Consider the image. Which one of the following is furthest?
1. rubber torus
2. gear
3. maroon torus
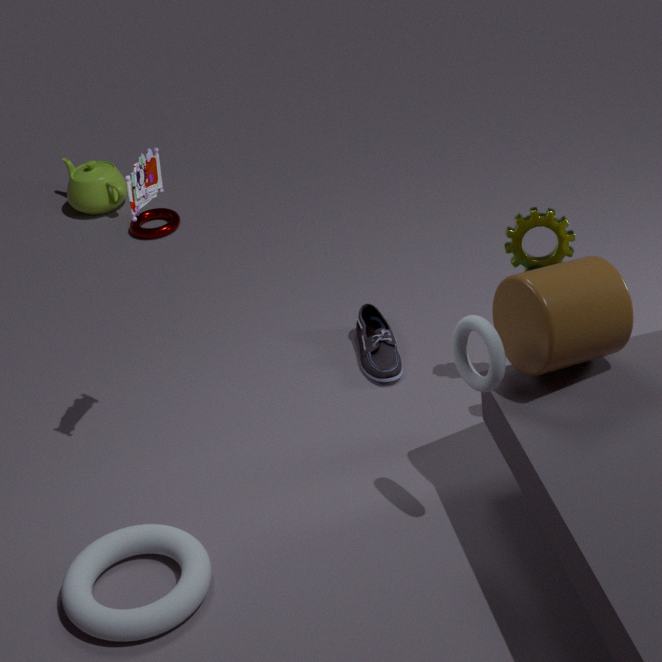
maroon torus
